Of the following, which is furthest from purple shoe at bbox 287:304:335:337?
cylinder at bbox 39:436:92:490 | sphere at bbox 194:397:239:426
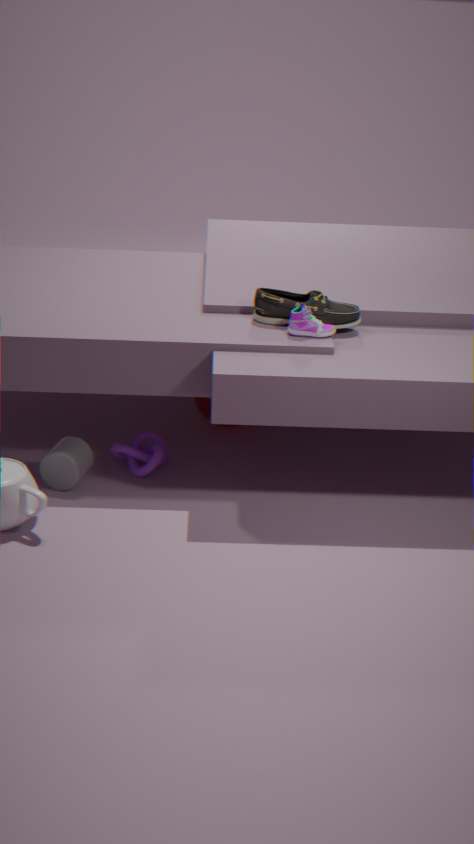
cylinder at bbox 39:436:92:490
